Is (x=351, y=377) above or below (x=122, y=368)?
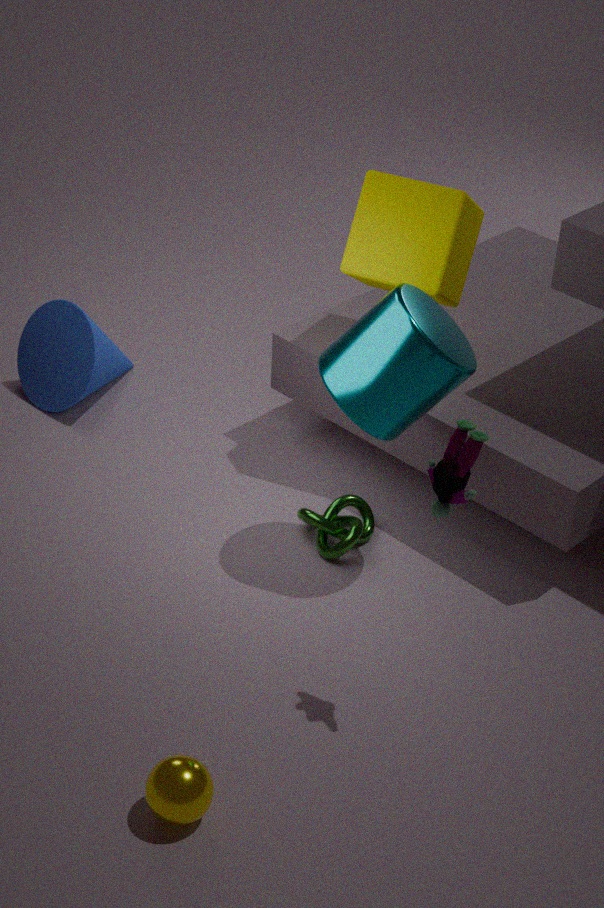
above
